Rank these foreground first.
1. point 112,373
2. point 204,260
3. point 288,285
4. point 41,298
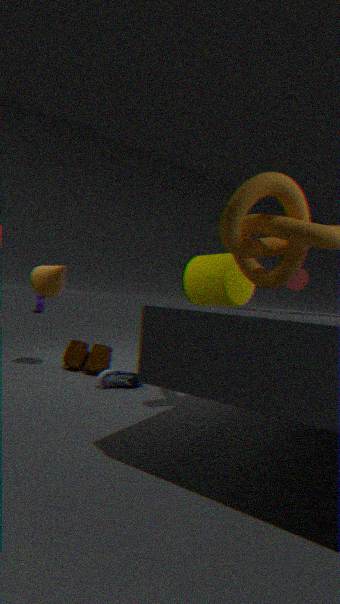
point 112,373 → point 204,260 → point 288,285 → point 41,298
